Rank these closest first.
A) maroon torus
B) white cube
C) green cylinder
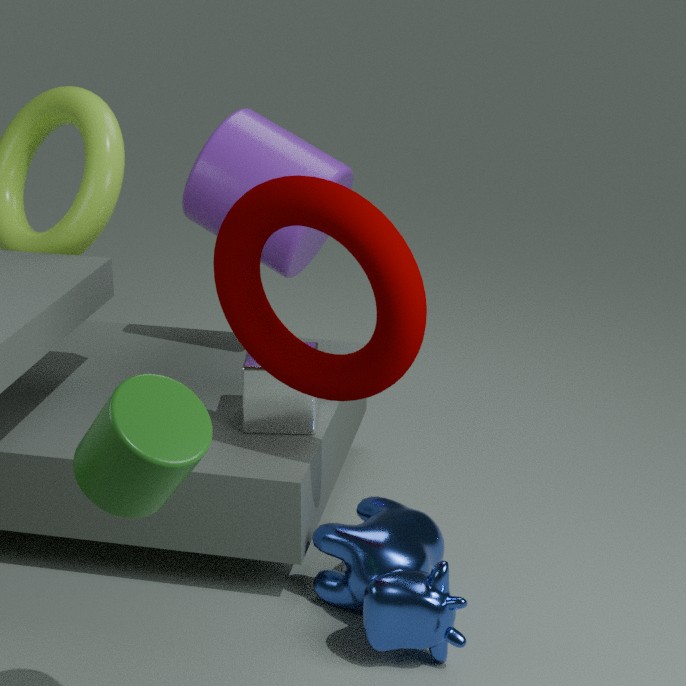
green cylinder
maroon torus
white cube
